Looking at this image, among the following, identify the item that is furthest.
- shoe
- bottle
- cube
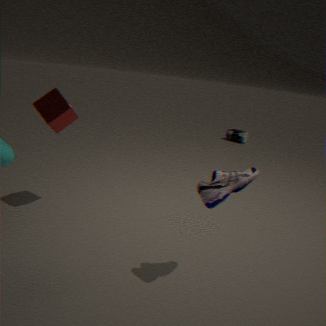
bottle
